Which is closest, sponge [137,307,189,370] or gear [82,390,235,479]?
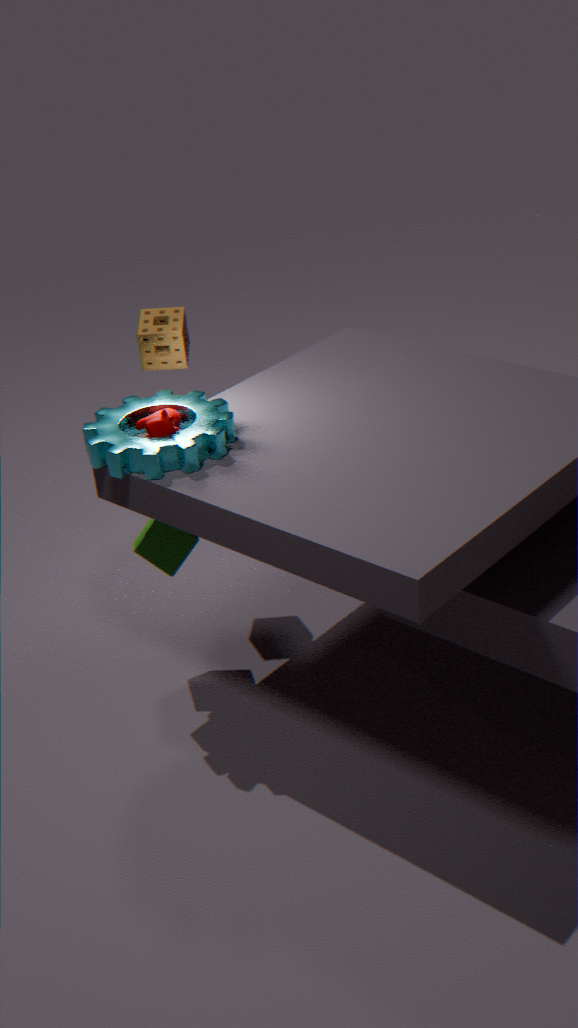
gear [82,390,235,479]
